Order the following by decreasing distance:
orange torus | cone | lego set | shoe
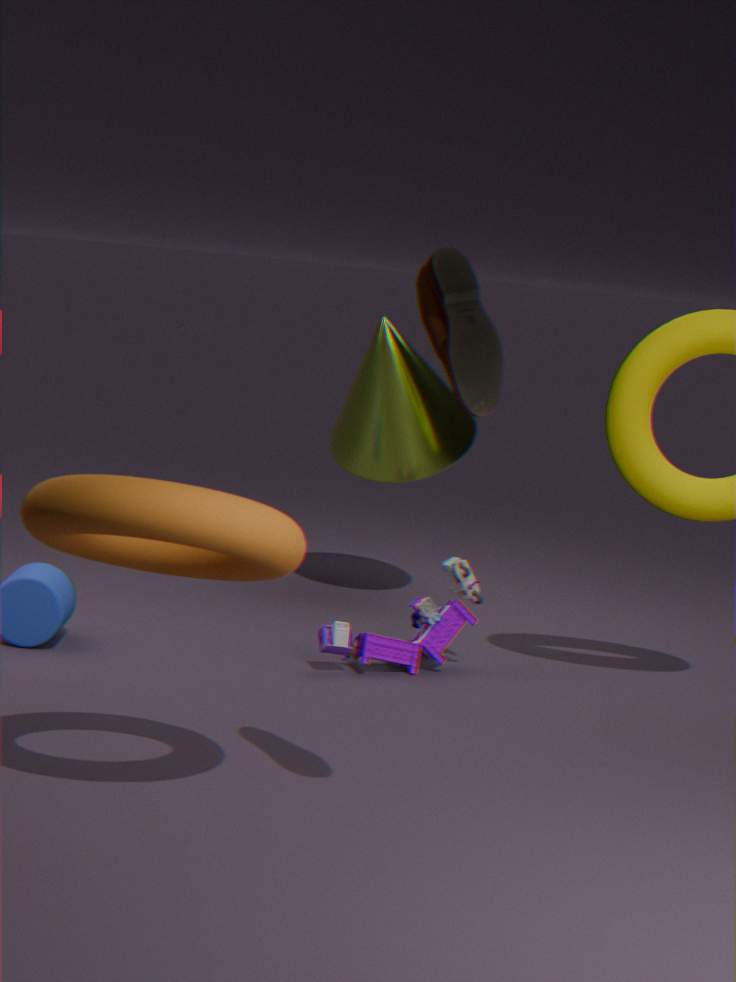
cone → lego set → orange torus → shoe
